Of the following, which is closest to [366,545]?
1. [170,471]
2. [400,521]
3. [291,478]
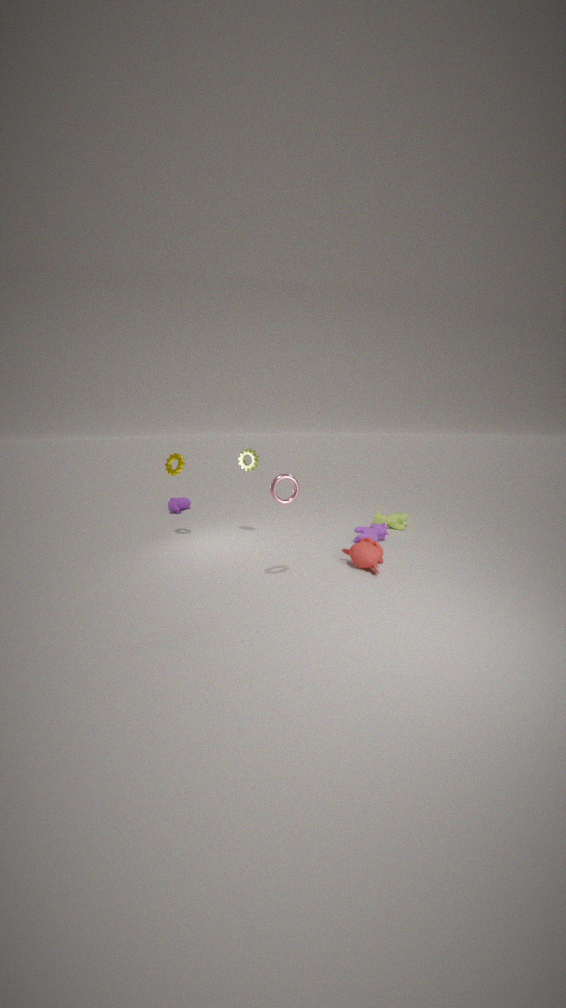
[291,478]
